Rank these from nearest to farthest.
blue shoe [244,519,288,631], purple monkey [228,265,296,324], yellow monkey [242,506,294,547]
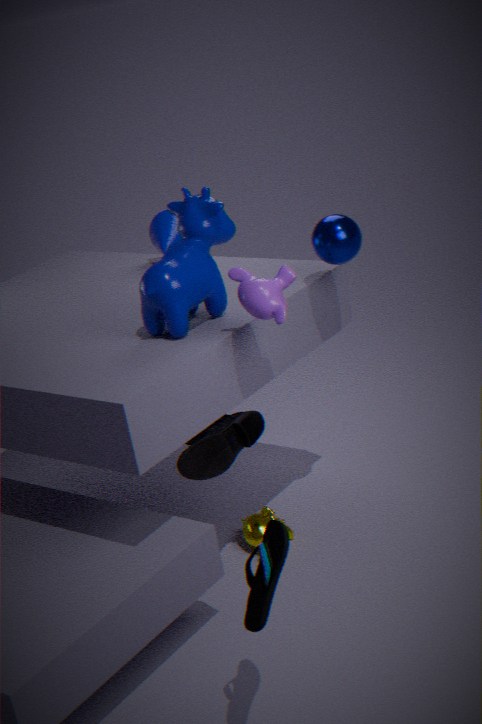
blue shoe [244,519,288,631]
purple monkey [228,265,296,324]
yellow monkey [242,506,294,547]
